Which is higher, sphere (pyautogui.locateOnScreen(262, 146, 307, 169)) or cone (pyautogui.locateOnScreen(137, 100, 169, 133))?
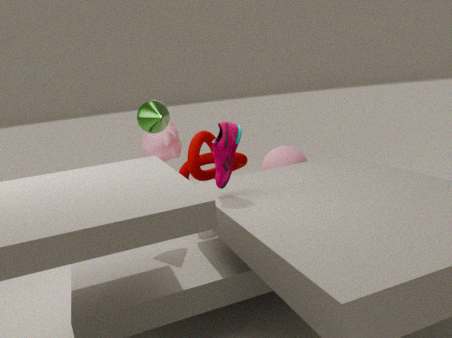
cone (pyautogui.locateOnScreen(137, 100, 169, 133))
